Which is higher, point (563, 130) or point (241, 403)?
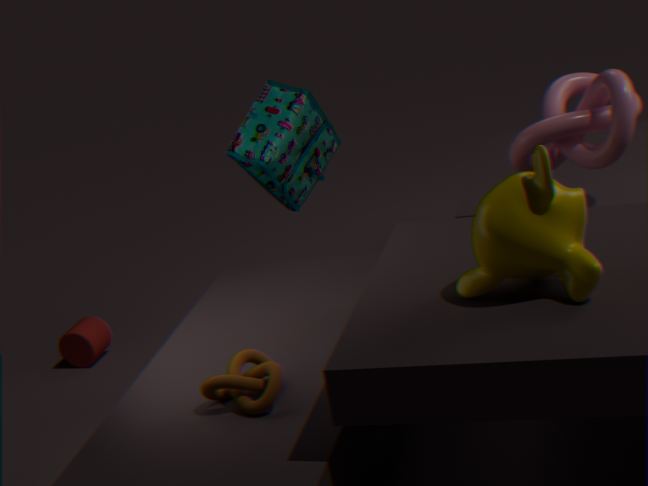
point (563, 130)
